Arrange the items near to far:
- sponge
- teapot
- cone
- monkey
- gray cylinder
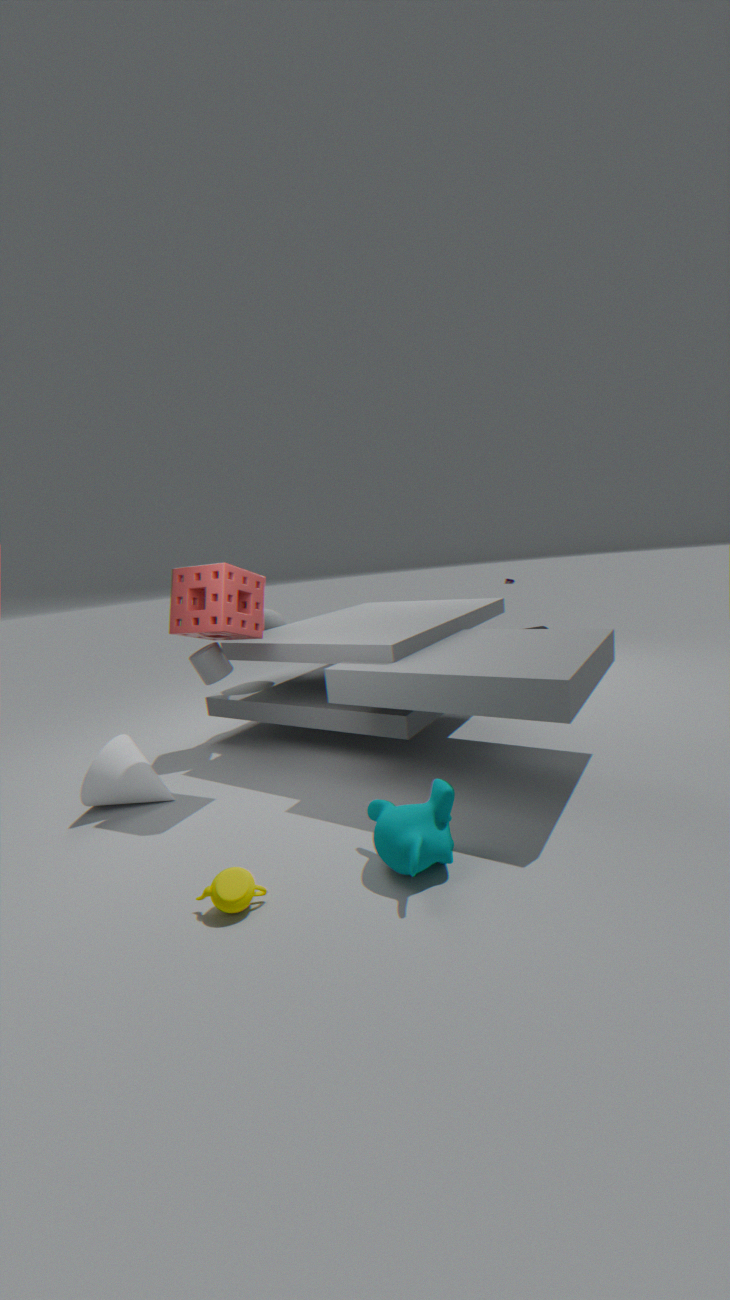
teapot, monkey, sponge, cone, gray cylinder
